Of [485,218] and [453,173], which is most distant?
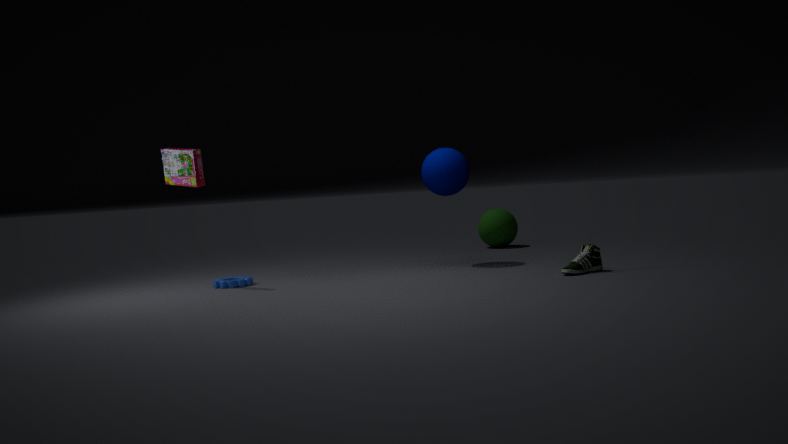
[485,218]
